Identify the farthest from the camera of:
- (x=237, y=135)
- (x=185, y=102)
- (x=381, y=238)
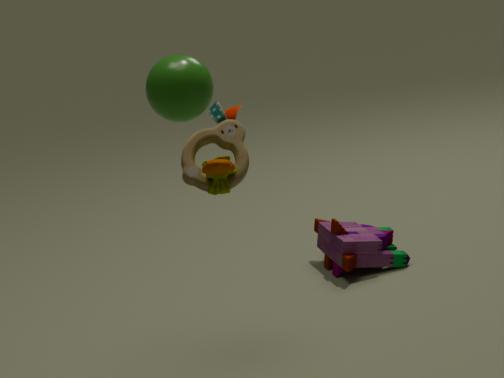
(x=381, y=238)
